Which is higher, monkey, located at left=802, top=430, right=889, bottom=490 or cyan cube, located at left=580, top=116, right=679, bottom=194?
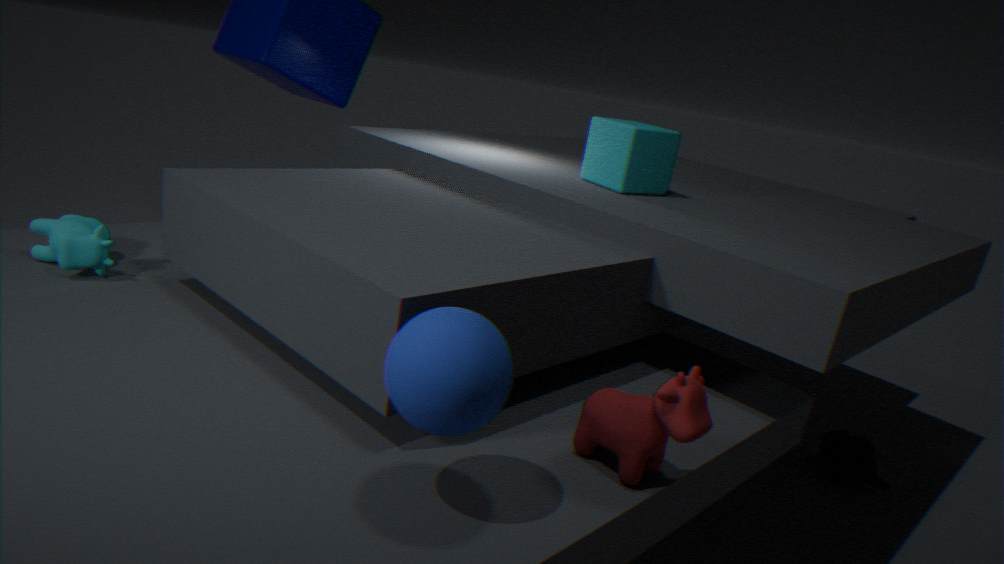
cyan cube, located at left=580, top=116, right=679, bottom=194
